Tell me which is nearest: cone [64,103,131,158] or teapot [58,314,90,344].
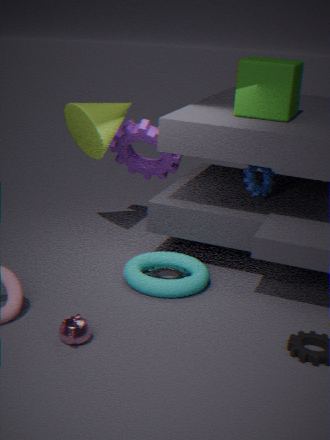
teapot [58,314,90,344]
